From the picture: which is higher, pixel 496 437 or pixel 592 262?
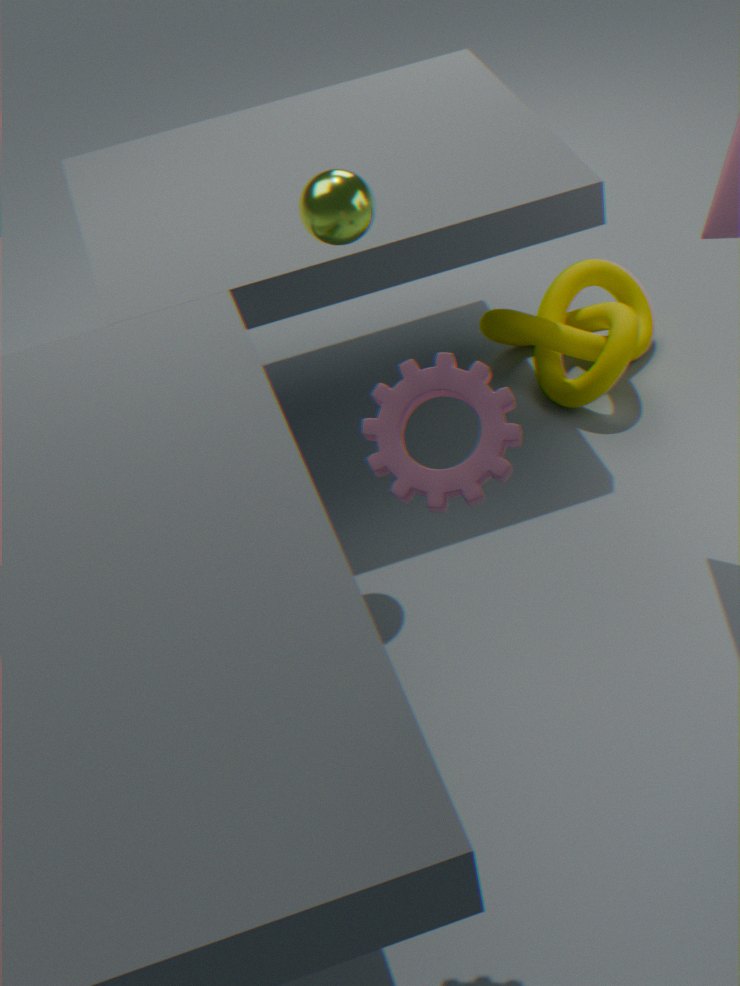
pixel 496 437
